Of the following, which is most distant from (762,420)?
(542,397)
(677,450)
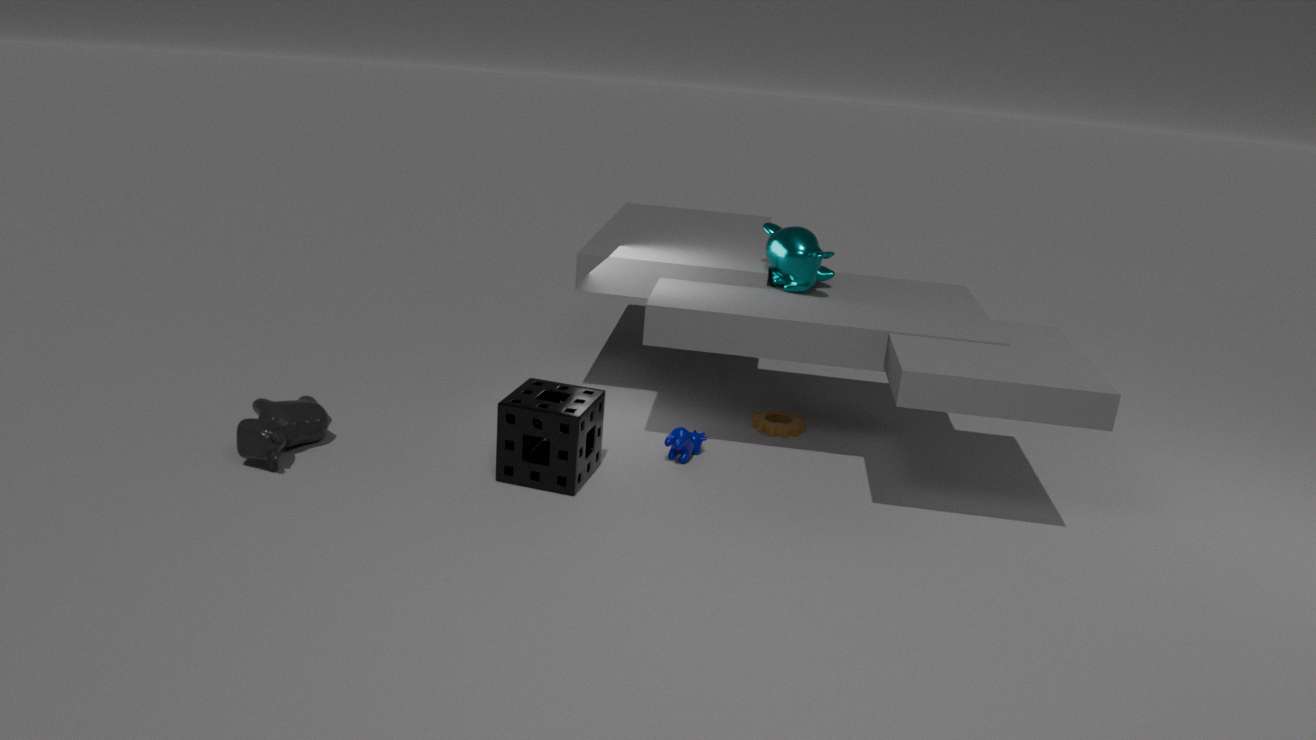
(542,397)
